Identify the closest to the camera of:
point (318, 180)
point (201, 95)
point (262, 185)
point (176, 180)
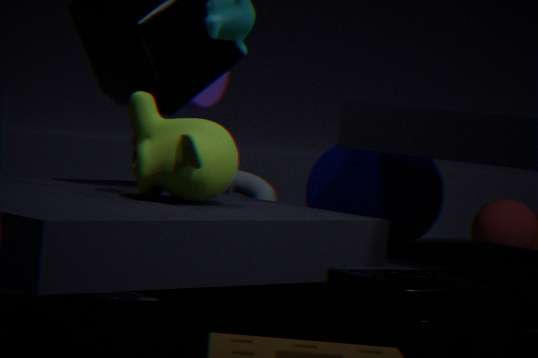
point (176, 180)
